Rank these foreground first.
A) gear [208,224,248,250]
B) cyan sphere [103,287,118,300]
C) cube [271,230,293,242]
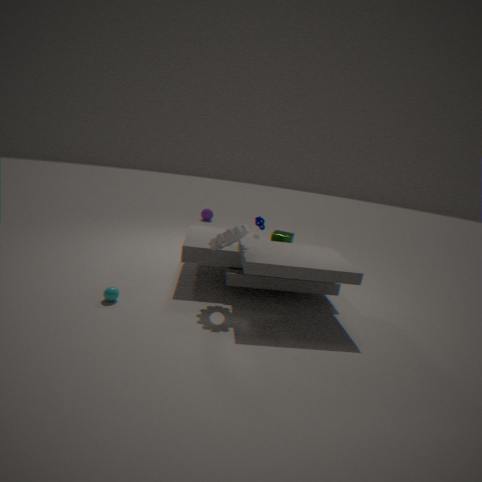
cyan sphere [103,287,118,300], gear [208,224,248,250], cube [271,230,293,242]
